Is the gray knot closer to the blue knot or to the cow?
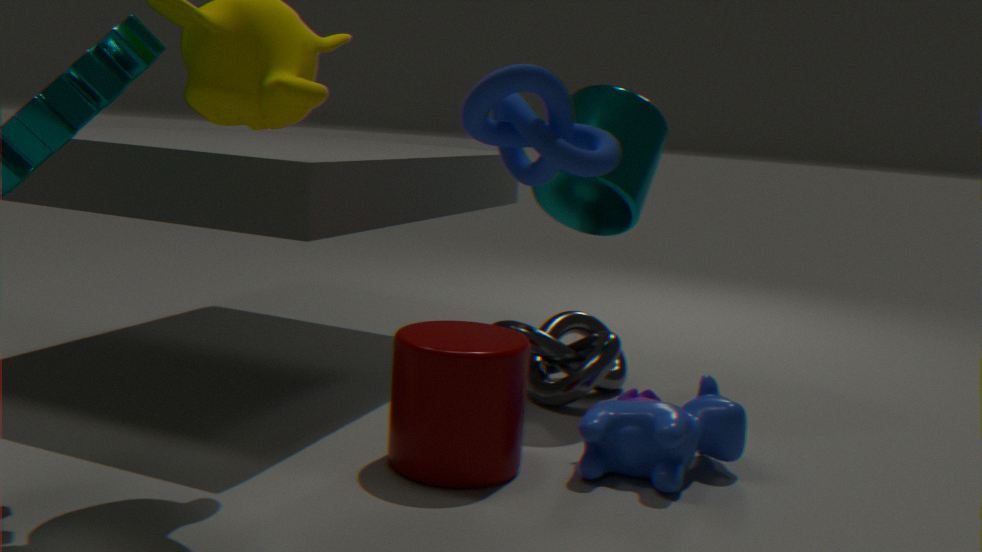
the cow
